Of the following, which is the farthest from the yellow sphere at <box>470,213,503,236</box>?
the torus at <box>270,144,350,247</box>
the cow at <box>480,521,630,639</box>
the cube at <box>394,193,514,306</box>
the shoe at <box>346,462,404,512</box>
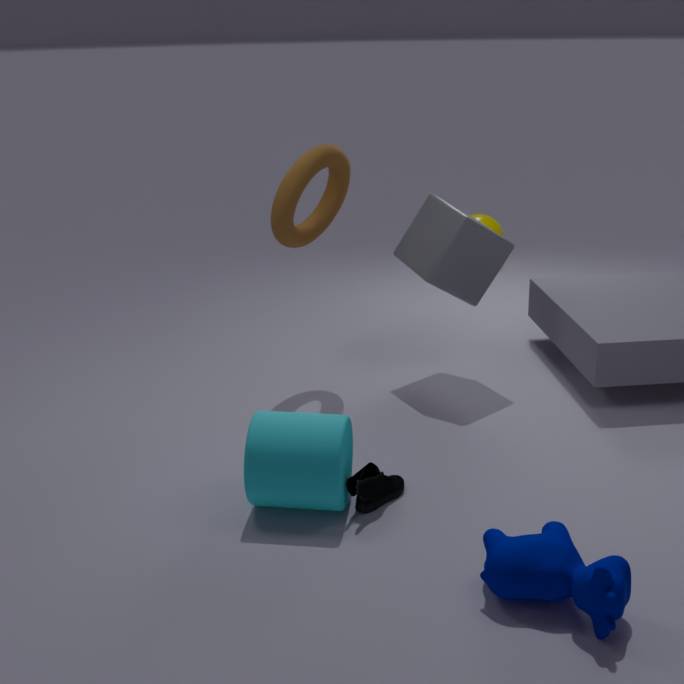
the cow at <box>480,521,630,639</box>
